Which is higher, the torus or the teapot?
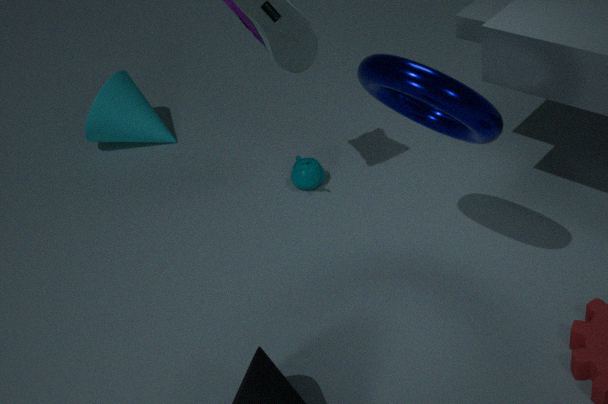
the torus
